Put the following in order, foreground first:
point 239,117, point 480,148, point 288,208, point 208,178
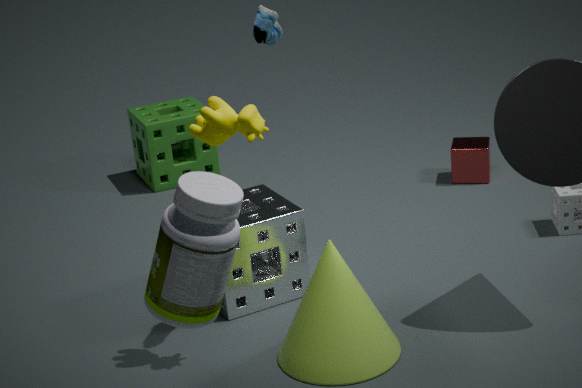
point 208,178 < point 239,117 < point 288,208 < point 480,148
